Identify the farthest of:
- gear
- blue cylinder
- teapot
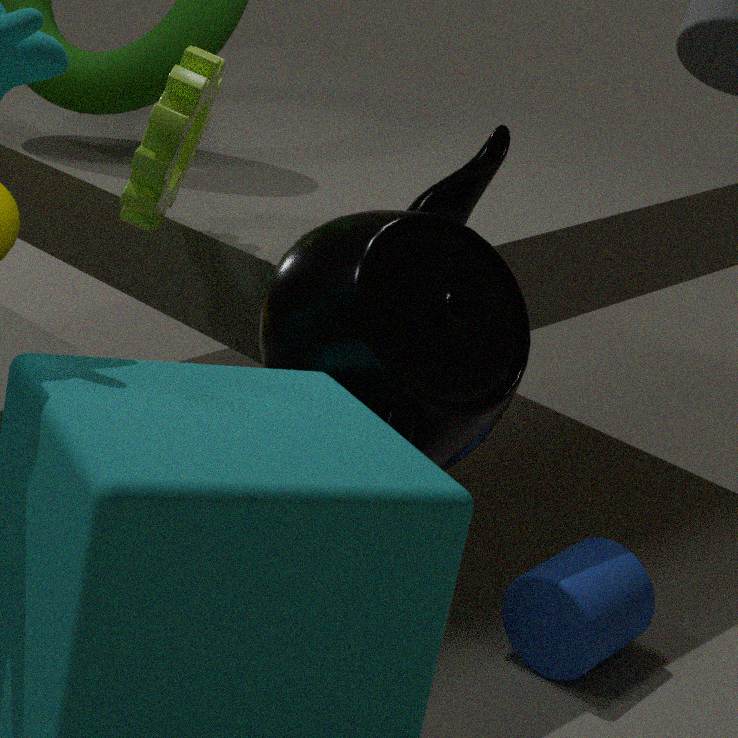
blue cylinder
